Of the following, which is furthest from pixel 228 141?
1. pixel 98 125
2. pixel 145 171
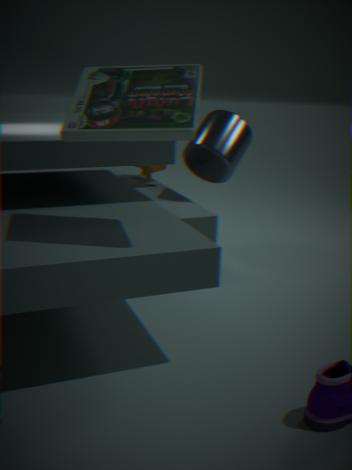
pixel 98 125
